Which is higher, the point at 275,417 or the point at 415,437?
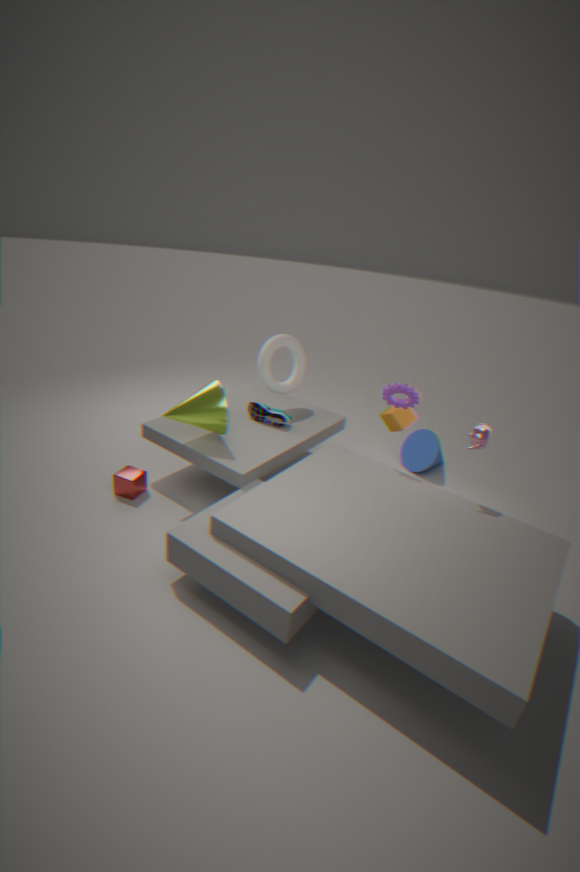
the point at 275,417
